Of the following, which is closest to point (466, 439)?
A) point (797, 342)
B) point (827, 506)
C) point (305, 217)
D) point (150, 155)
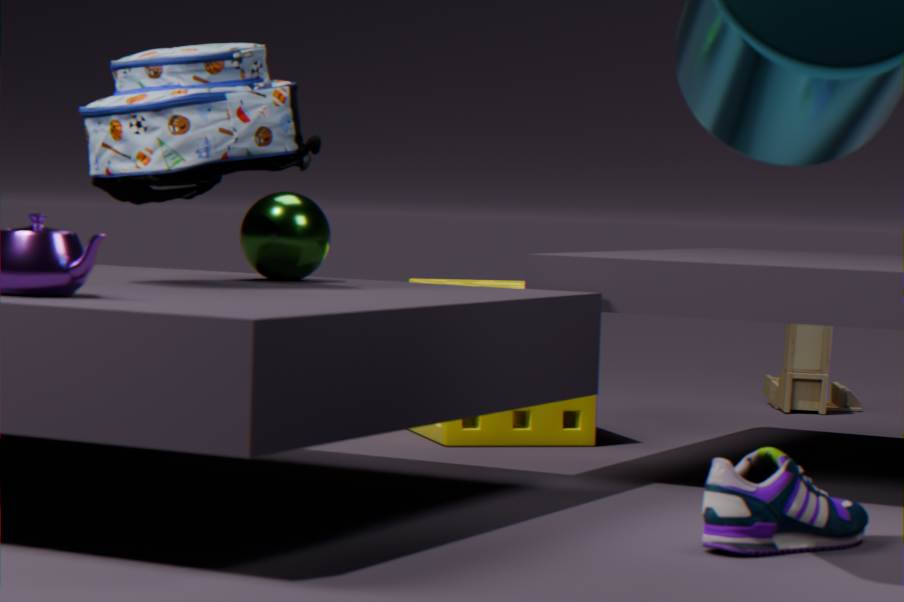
point (305, 217)
